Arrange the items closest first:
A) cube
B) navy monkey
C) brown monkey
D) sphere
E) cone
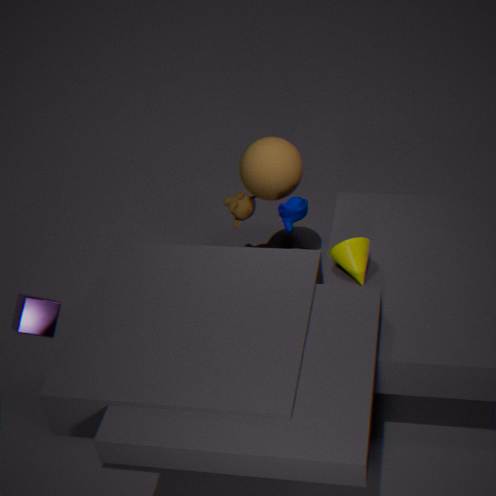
cube → cone → navy monkey → sphere → brown monkey
